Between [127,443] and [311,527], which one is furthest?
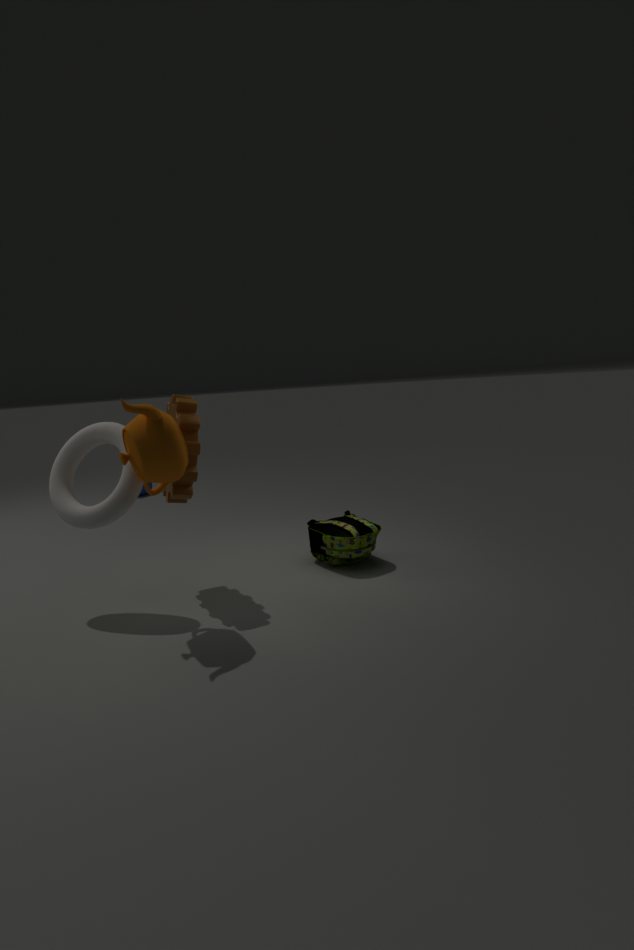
[311,527]
